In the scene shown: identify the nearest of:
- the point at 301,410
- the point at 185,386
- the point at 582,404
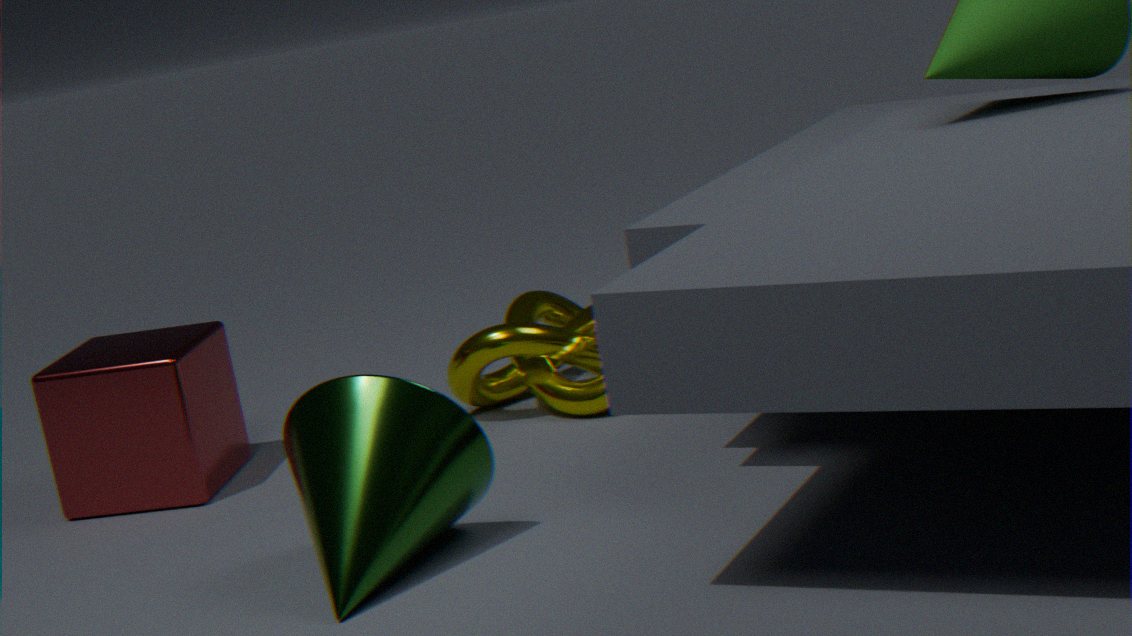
the point at 301,410
